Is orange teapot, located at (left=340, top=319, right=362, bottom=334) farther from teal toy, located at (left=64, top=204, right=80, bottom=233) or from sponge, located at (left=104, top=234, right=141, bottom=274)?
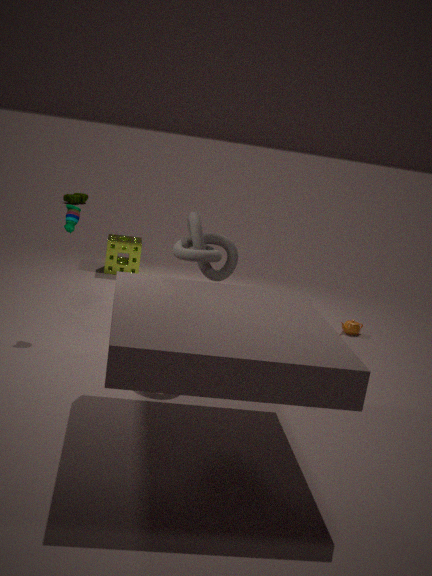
teal toy, located at (left=64, top=204, right=80, bottom=233)
